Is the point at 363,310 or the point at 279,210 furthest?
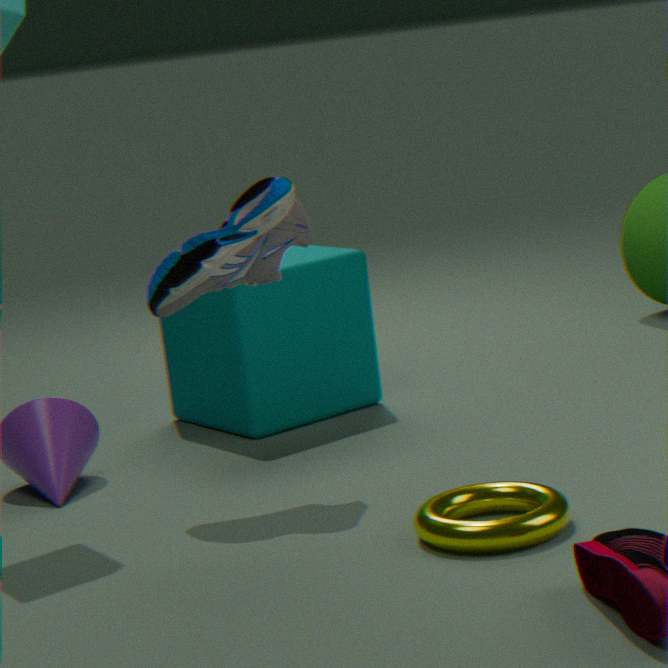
the point at 363,310
